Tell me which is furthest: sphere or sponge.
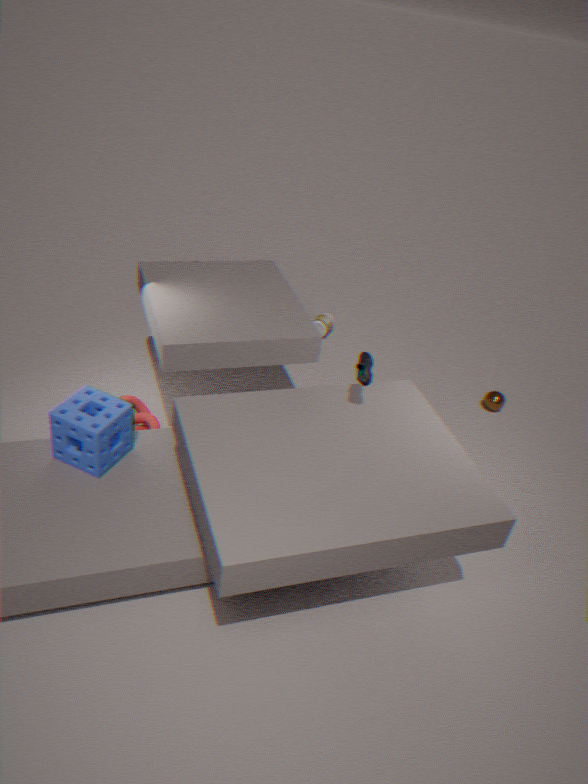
sphere
